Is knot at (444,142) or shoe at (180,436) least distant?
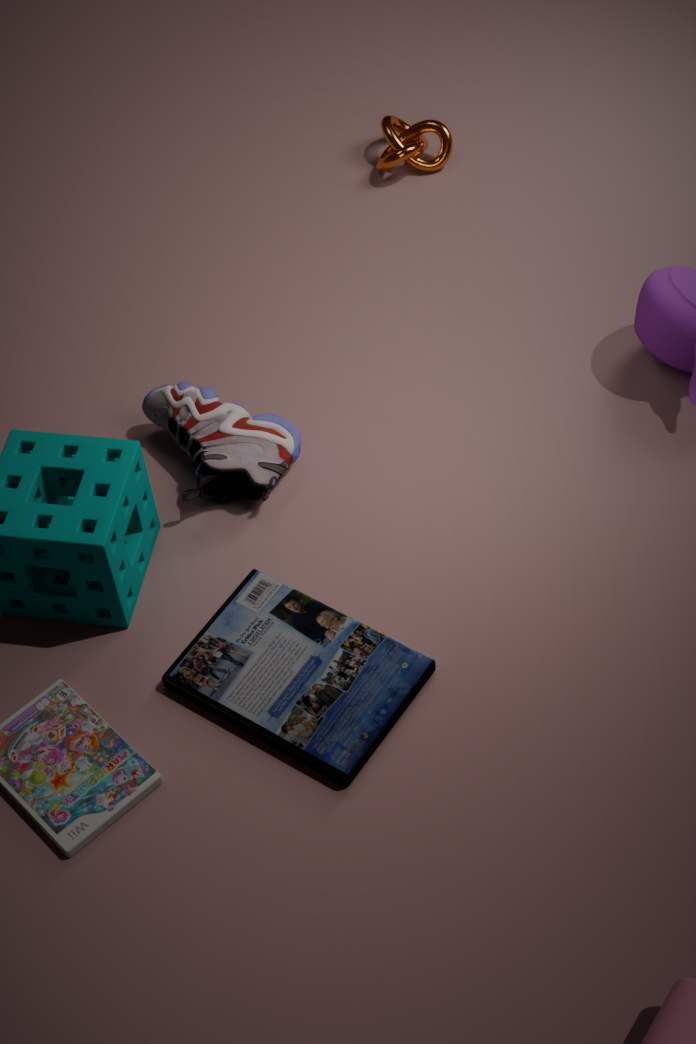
shoe at (180,436)
